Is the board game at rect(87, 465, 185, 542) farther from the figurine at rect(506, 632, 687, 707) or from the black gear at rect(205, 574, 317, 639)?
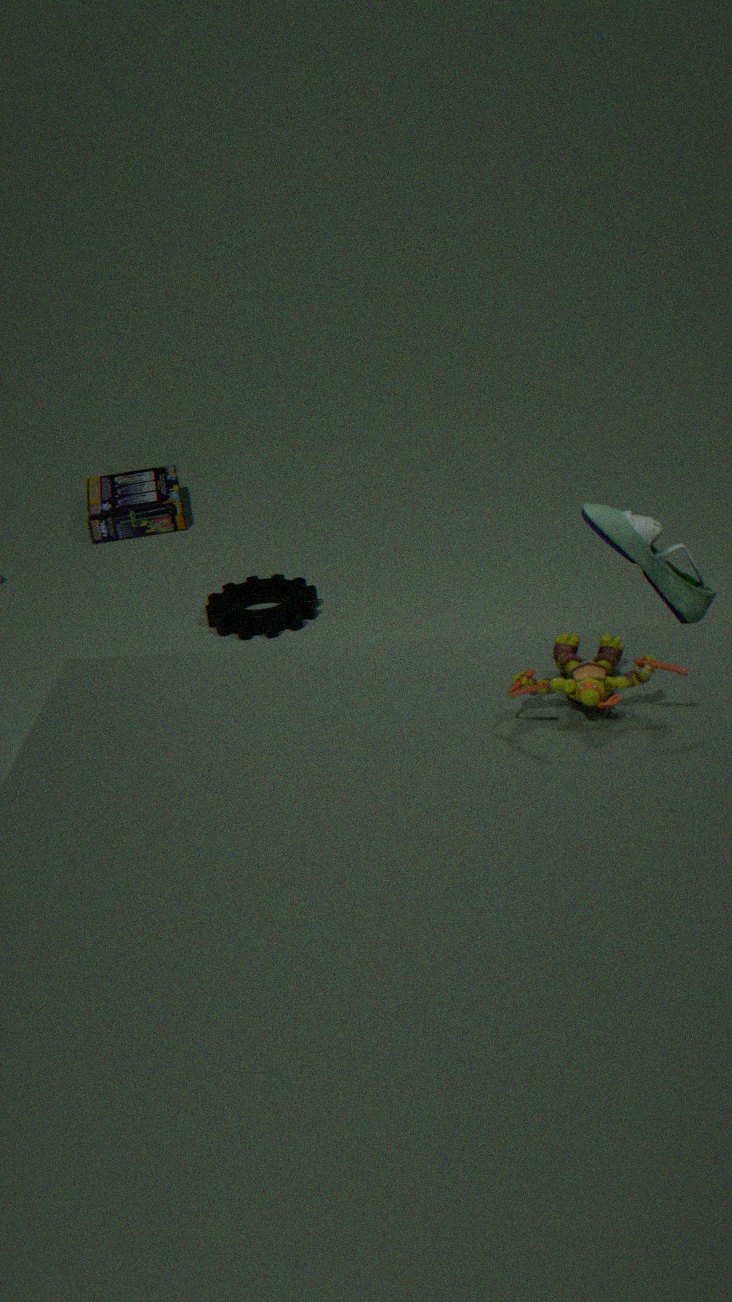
the figurine at rect(506, 632, 687, 707)
